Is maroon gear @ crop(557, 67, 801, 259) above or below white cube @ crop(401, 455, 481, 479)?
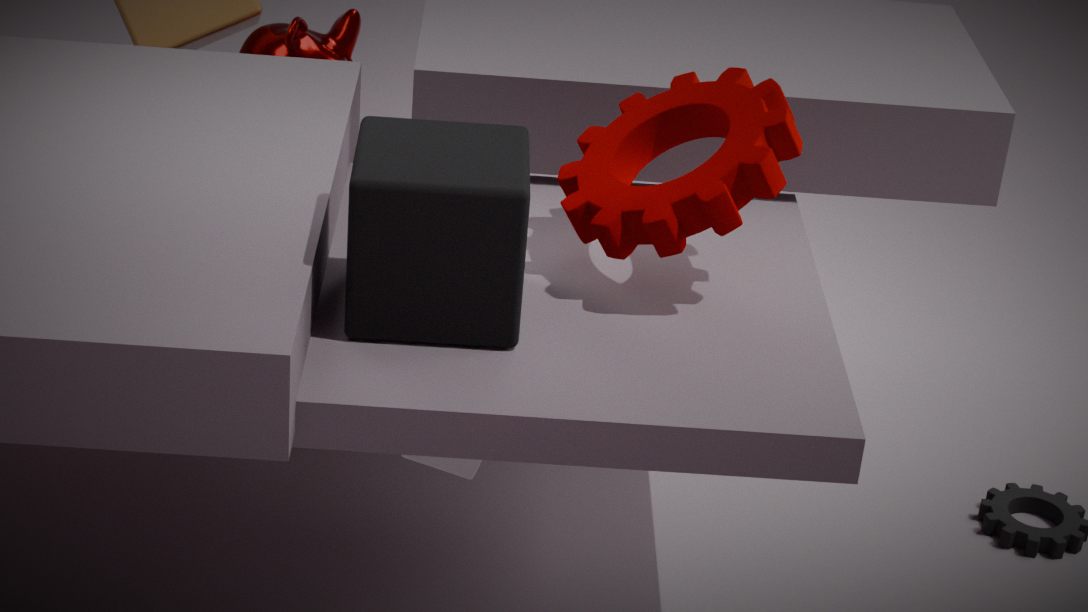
above
